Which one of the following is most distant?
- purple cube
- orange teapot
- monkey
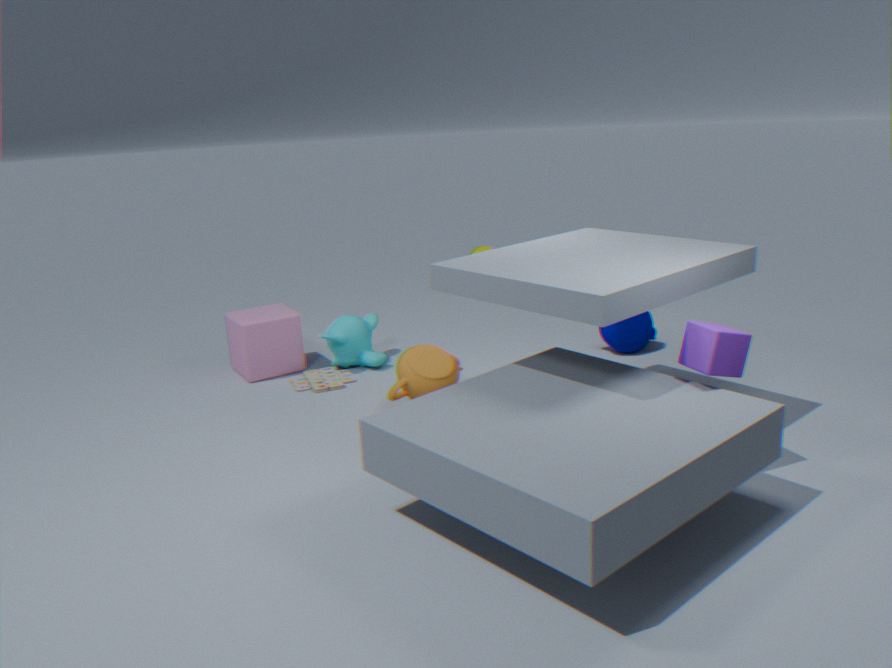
monkey
